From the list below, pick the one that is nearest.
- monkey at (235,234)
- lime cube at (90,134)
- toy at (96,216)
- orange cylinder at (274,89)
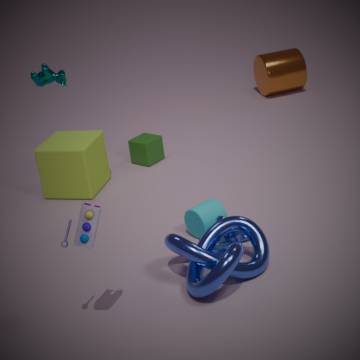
toy at (96,216)
